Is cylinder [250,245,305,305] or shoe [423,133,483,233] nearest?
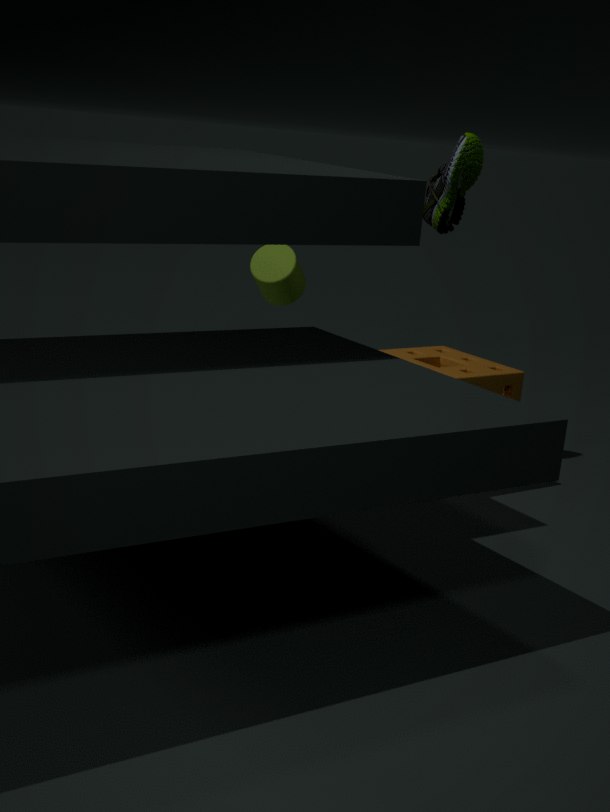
shoe [423,133,483,233]
